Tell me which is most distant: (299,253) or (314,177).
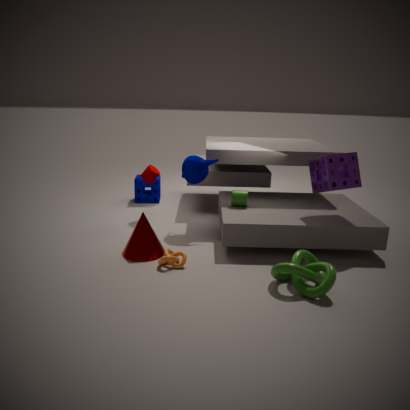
(314,177)
